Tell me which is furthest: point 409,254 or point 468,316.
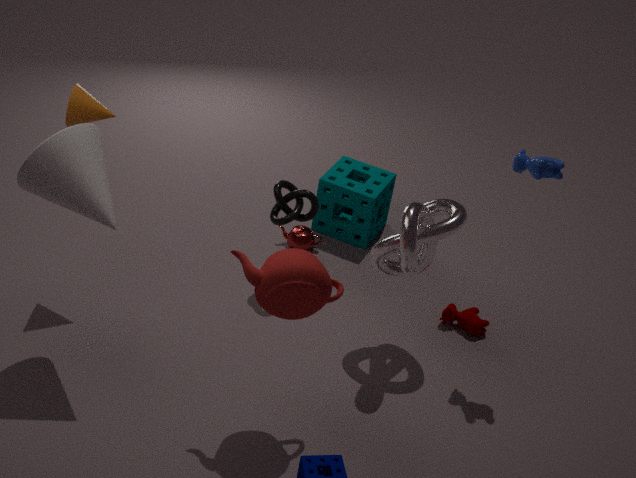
point 468,316
